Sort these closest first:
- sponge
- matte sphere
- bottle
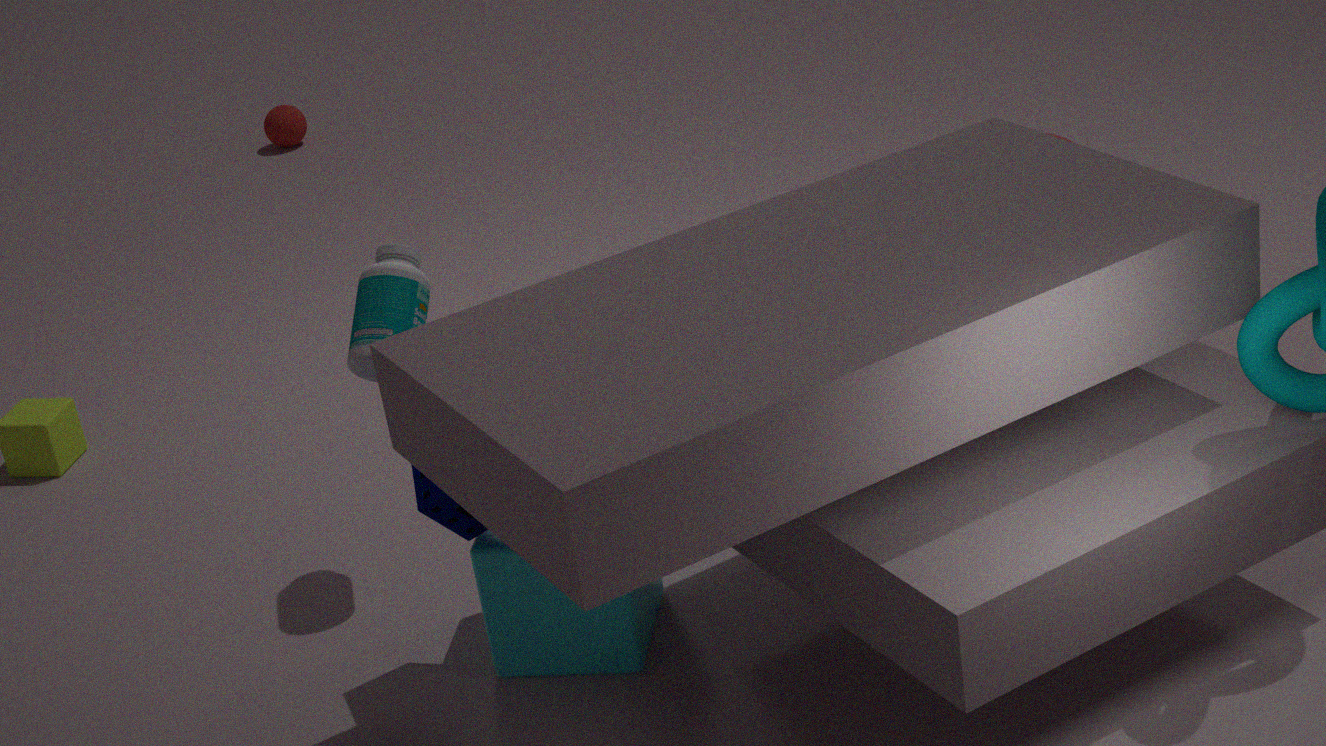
sponge, bottle, matte sphere
